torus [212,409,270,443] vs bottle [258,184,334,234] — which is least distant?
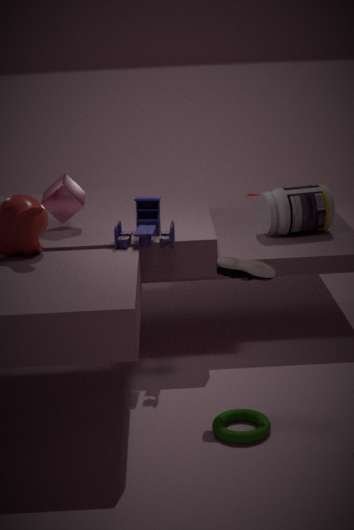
torus [212,409,270,443]
